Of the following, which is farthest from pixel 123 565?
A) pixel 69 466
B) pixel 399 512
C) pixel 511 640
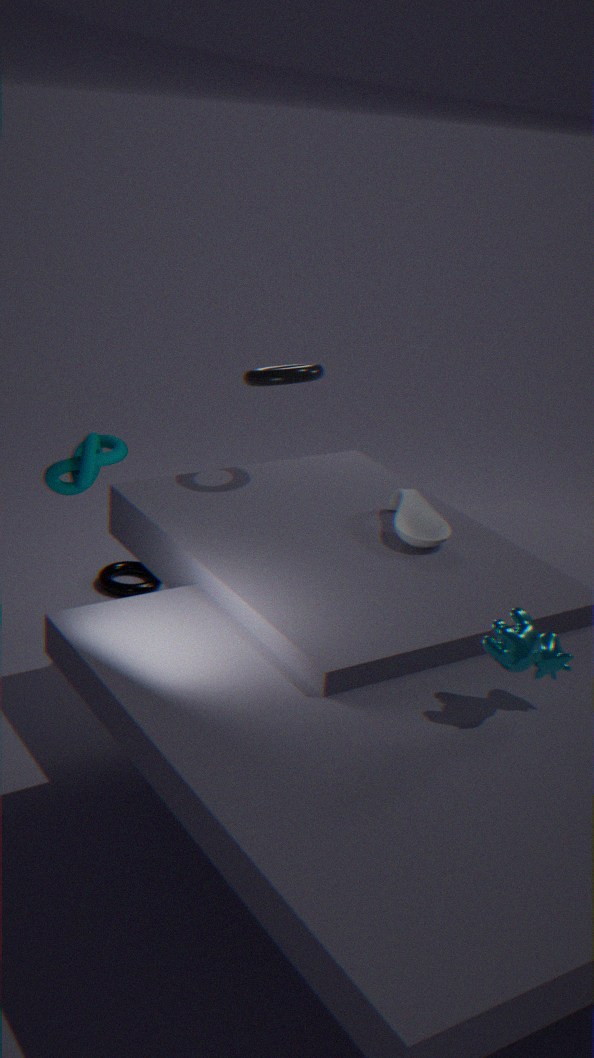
pixel 511 640
